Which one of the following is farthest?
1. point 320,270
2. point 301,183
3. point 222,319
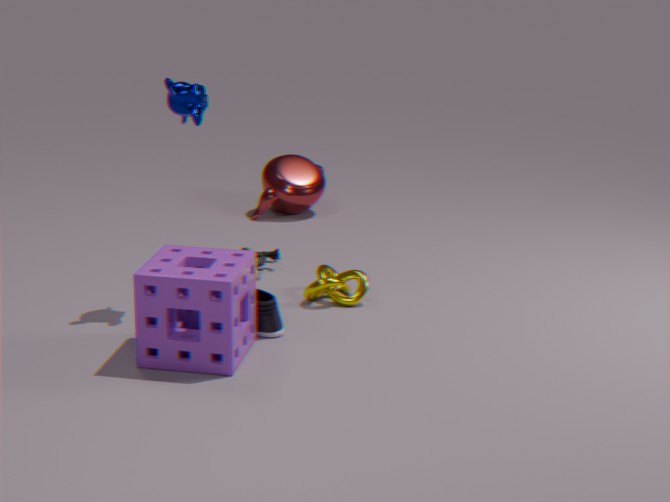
point 301,183
